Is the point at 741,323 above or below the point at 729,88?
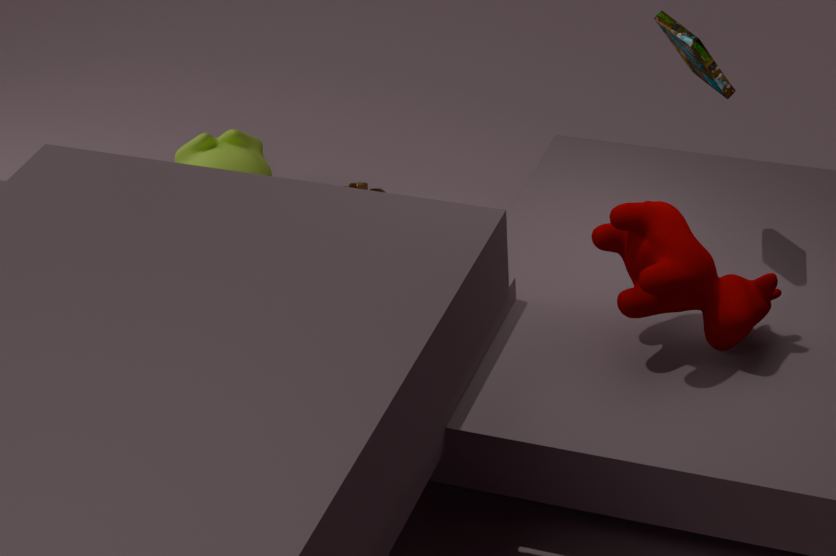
below
